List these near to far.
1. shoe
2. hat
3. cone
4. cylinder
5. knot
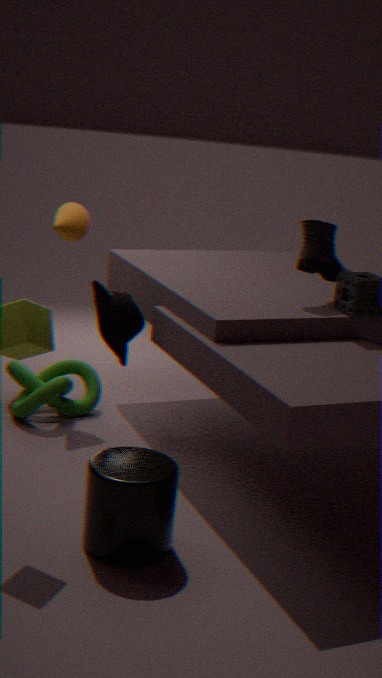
cylinder
shoe
hat
knot
cone
